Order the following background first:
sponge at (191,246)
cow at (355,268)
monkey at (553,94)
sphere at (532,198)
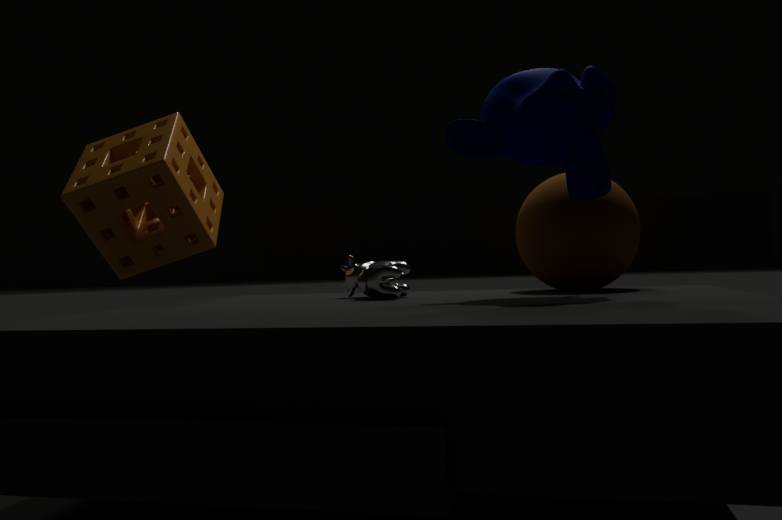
sponge at (191,246), sphere at (532,198), cow at (355,268), monkey at (553,94)
